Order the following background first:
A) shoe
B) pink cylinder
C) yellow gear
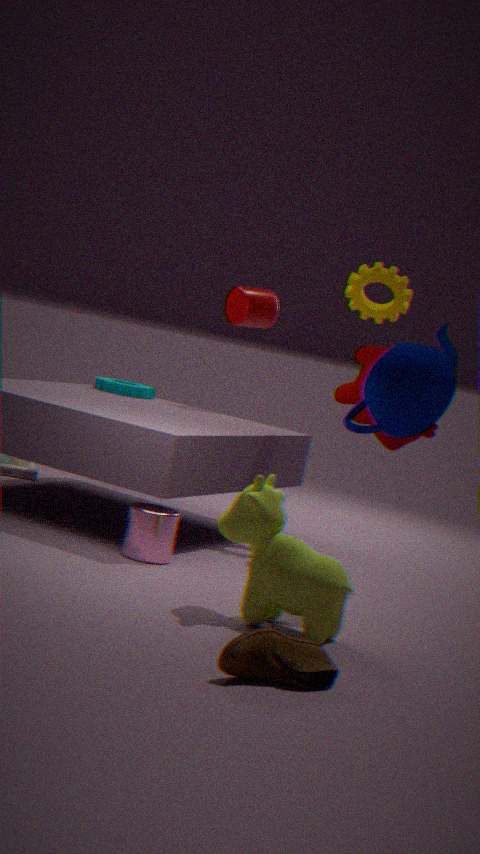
yellow gear, pink cylinder, shoe
